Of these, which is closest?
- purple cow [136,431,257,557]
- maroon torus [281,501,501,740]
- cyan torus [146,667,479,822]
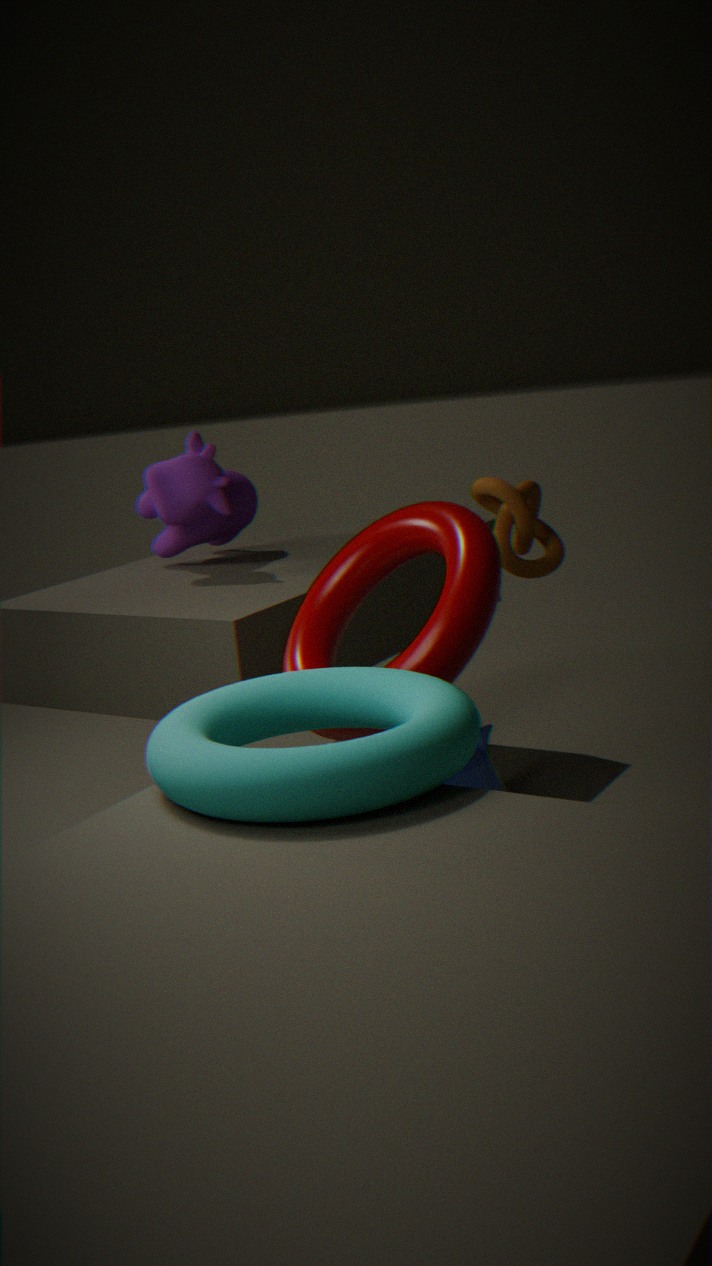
cyan torus [146,667,479,822]
